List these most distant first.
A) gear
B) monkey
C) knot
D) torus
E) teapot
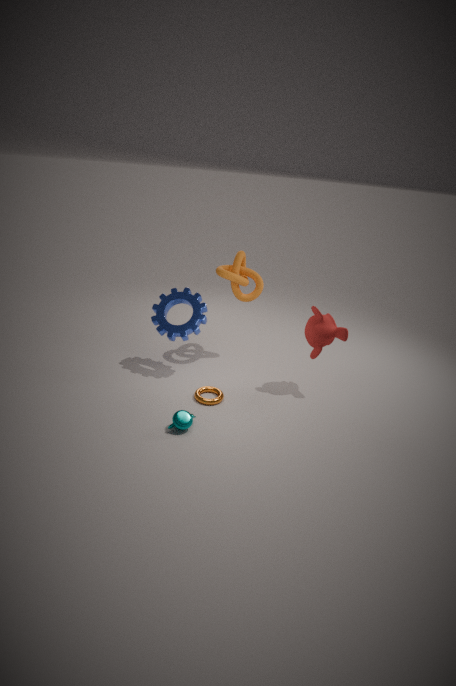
1. knot
2. gear
3. monkey
4. torus
5. teapot
